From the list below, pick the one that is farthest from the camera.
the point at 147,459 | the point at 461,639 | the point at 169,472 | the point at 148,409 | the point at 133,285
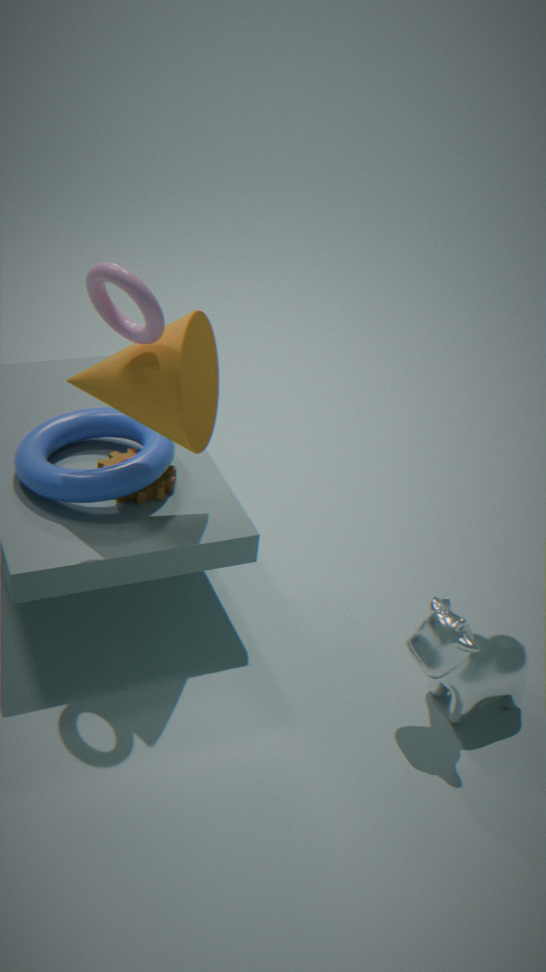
the point at 169,472
